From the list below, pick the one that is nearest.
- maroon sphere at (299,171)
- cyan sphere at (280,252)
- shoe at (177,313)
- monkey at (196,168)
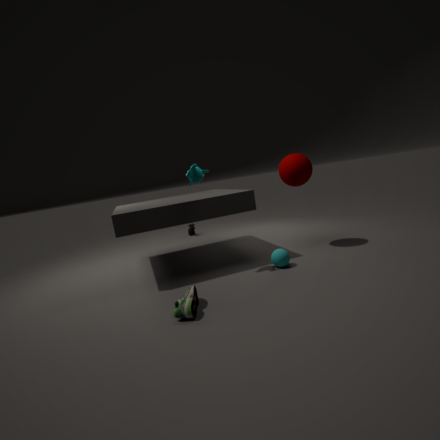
shoe at (177,313)
